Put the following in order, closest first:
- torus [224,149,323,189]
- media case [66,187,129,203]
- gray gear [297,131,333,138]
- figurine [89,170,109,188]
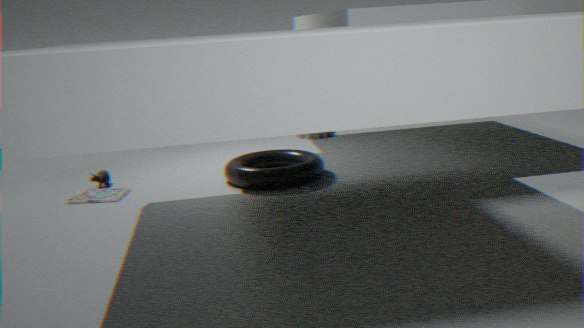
torus [224,149,323,189] < media case [66,187,129,203] < figurine [89,170,109,188] < gray gear [297,131,333,138]
